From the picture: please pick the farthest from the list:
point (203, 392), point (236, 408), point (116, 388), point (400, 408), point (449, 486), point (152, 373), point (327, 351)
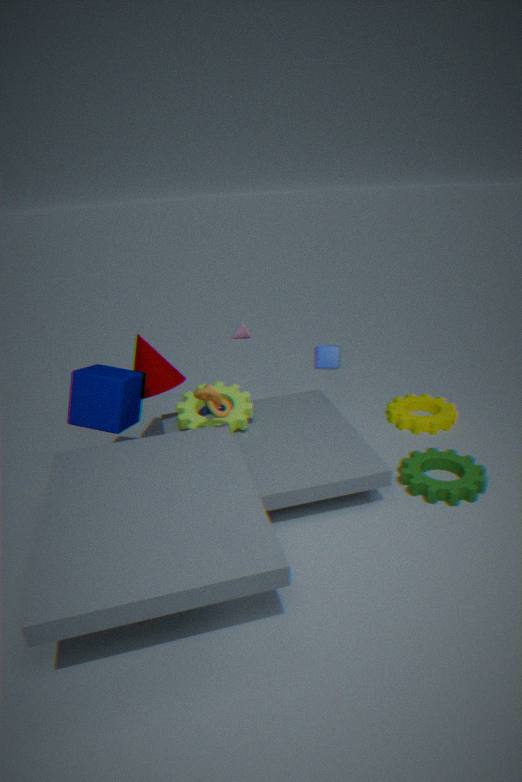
point (400, 408)
